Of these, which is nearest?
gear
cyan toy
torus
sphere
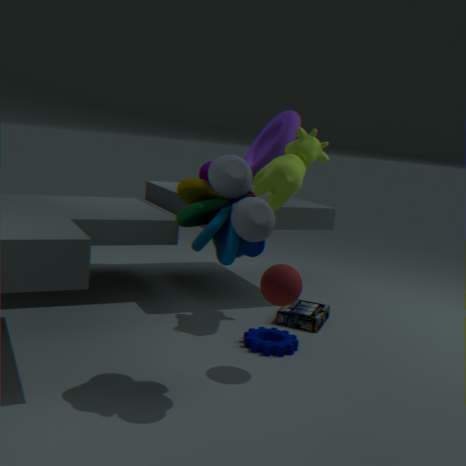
cyan toy
